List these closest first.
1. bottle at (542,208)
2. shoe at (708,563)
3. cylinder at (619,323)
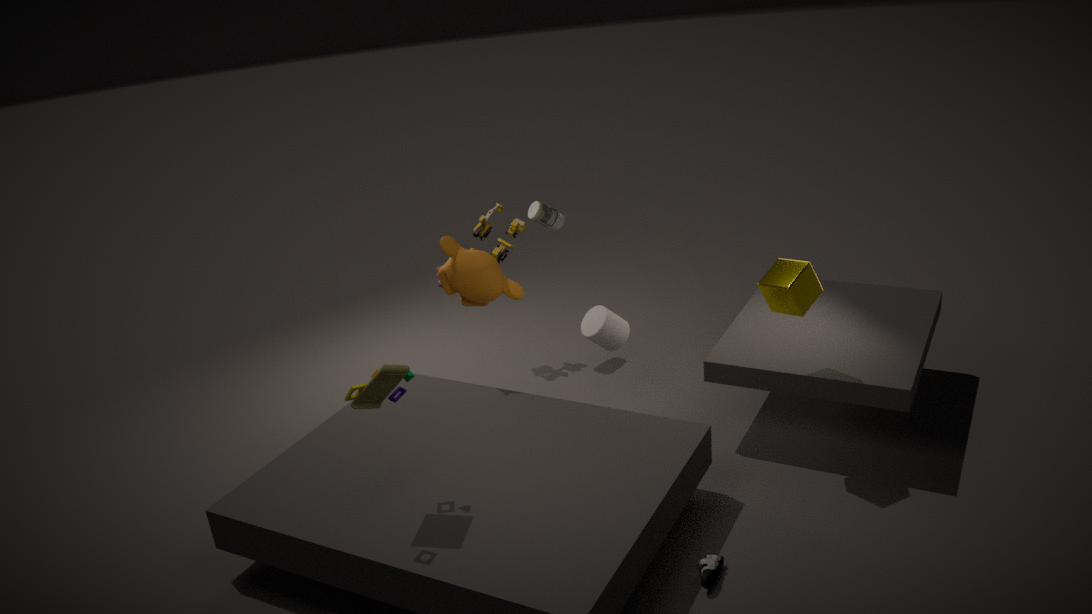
1. shoe at (708,563)
2. cylinder at (619,323)
3. bottle at (542,208)
